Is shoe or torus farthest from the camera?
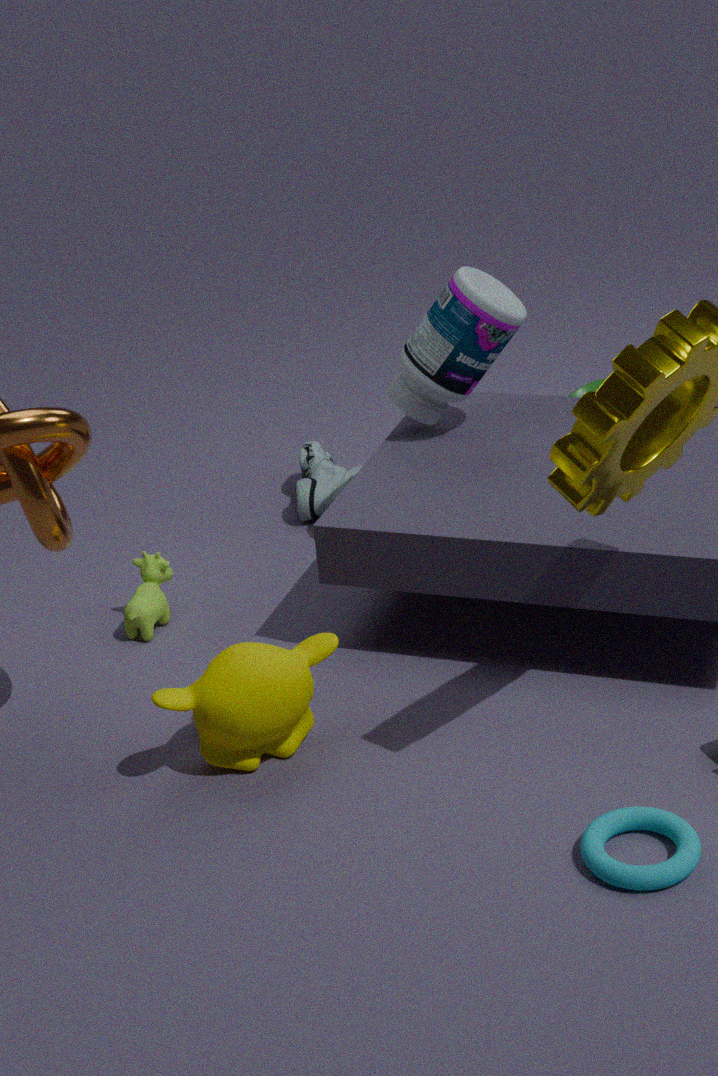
shoe
